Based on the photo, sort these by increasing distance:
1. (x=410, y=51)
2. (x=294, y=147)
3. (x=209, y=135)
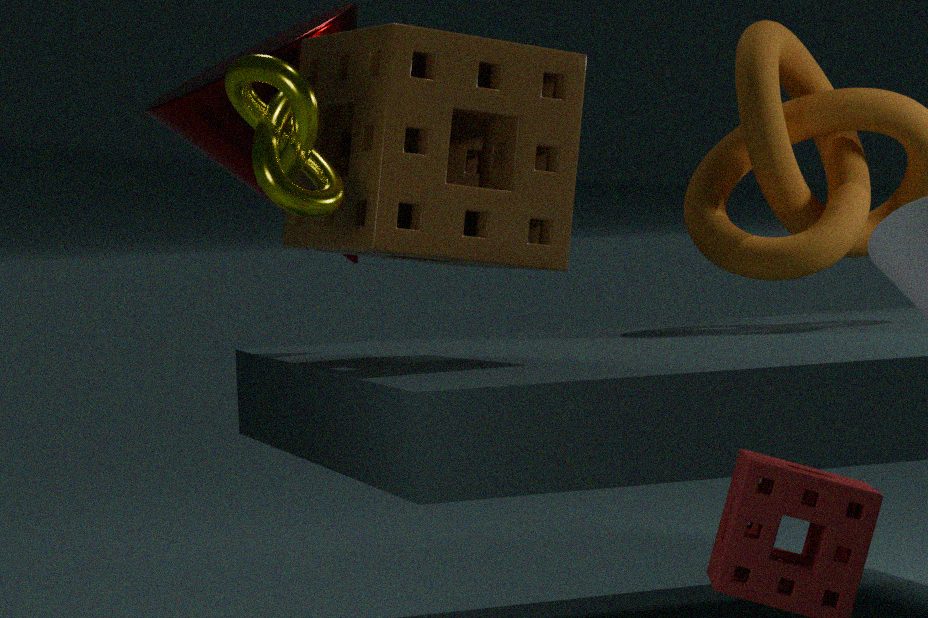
(x=294, y=147)
(x=410, y=51)
(x=209, y=135)
